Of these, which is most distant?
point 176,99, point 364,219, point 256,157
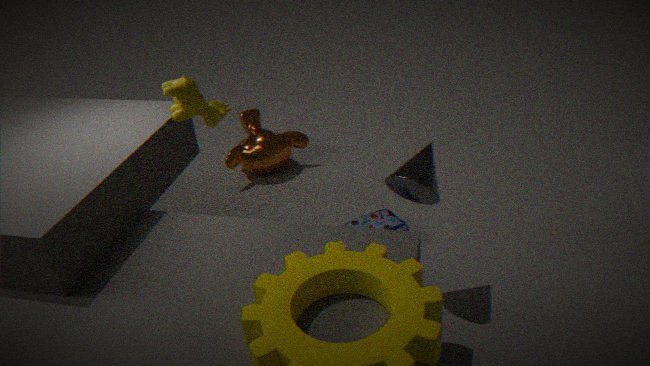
point 256,157
